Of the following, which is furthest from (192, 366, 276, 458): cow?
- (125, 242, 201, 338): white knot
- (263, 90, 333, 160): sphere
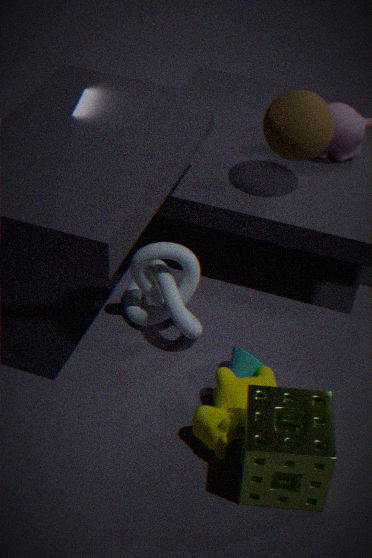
(263, 90, 333, 160): sphere
